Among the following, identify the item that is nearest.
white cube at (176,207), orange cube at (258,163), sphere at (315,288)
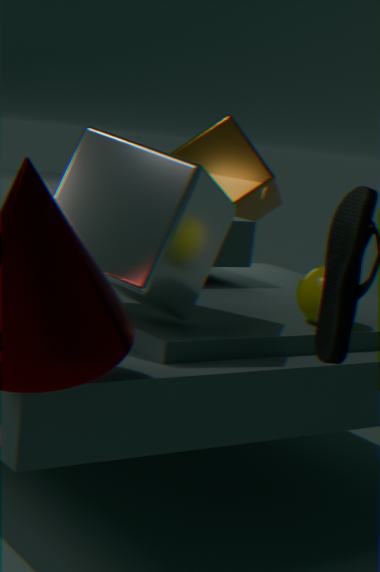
white cube at (176,207)
